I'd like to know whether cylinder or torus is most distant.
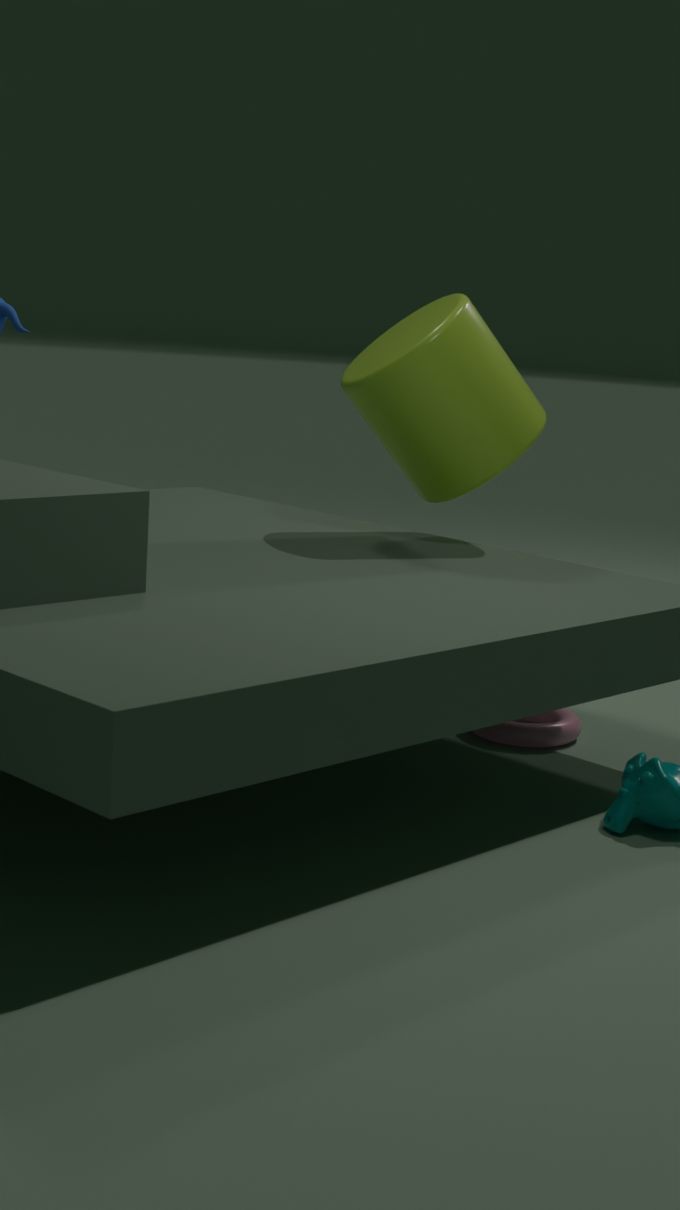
cylinder
